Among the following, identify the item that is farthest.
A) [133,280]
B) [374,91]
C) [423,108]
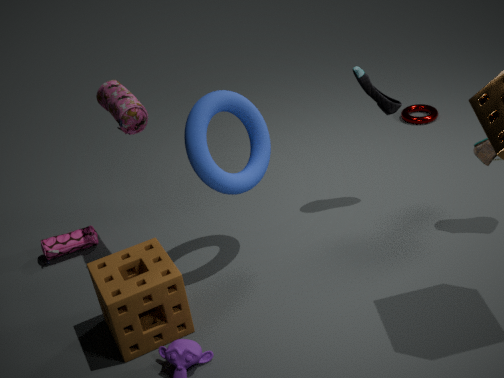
[423,108]
